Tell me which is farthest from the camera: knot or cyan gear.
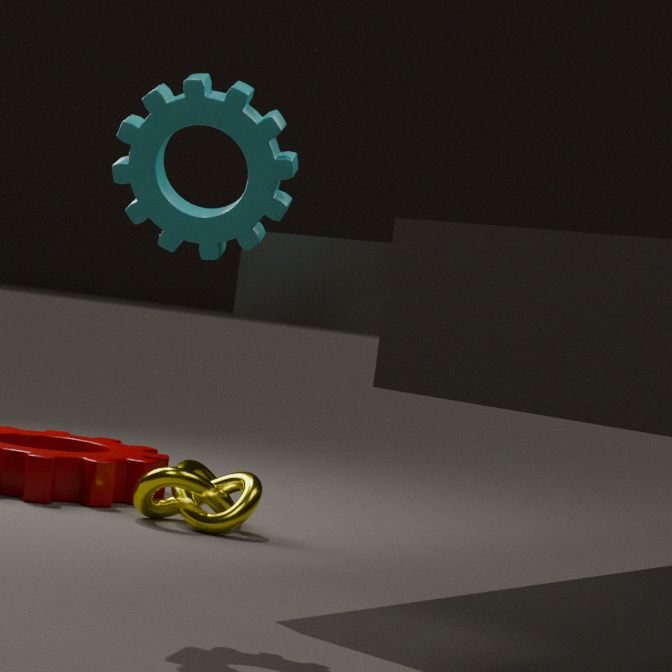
knot
